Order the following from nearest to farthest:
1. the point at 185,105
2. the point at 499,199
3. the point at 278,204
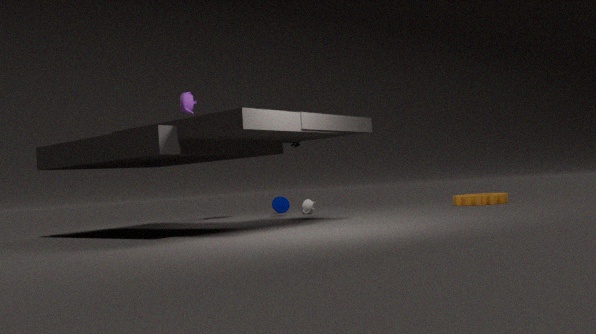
the point at 185,105 < the point at 499,199 < the point at 278,204
